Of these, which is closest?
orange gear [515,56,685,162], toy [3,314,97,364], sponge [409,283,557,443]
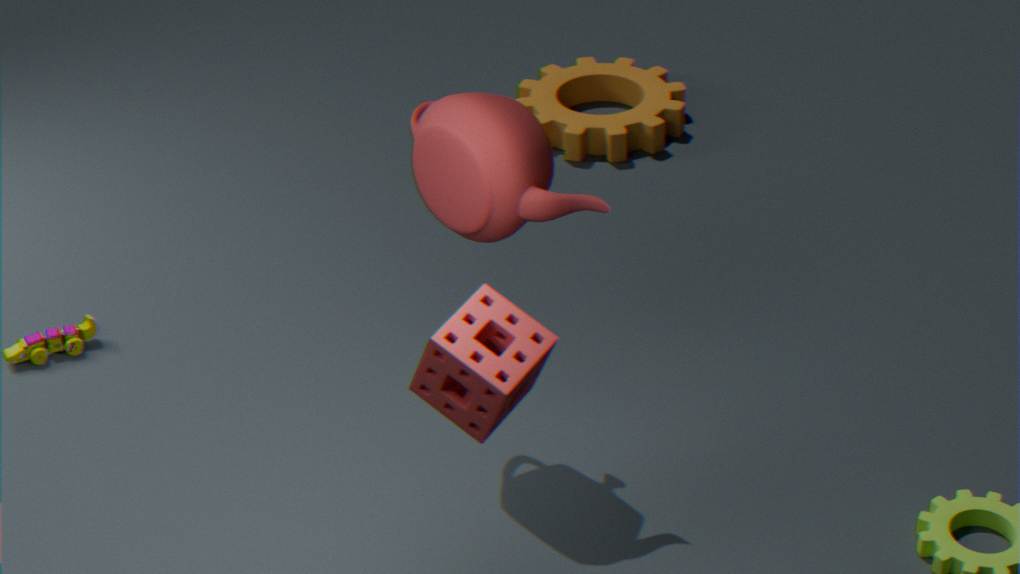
sponge [409,283,557,443]
